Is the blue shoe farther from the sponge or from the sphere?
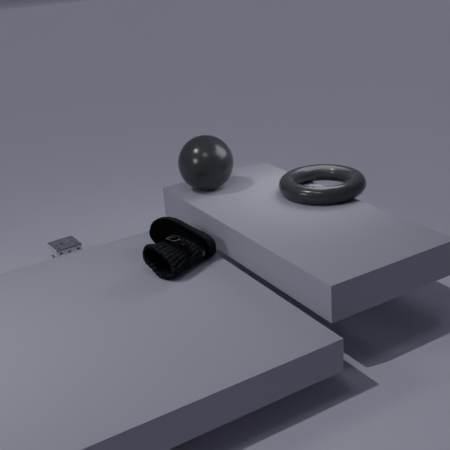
the sponge
